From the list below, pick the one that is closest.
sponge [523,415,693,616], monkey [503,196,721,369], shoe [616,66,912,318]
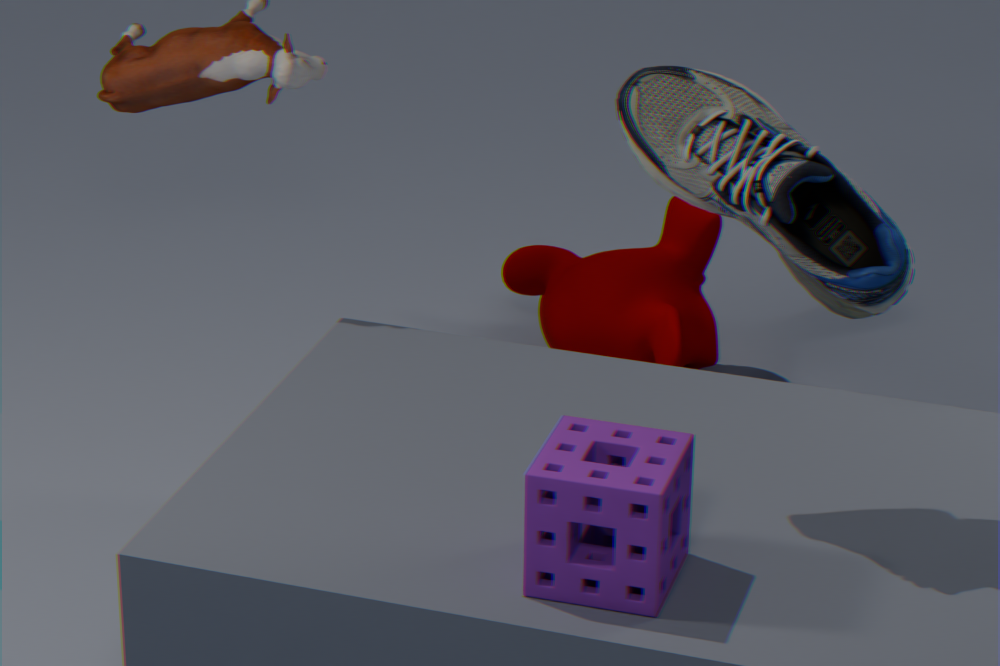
sponge [523,415,693,616]
